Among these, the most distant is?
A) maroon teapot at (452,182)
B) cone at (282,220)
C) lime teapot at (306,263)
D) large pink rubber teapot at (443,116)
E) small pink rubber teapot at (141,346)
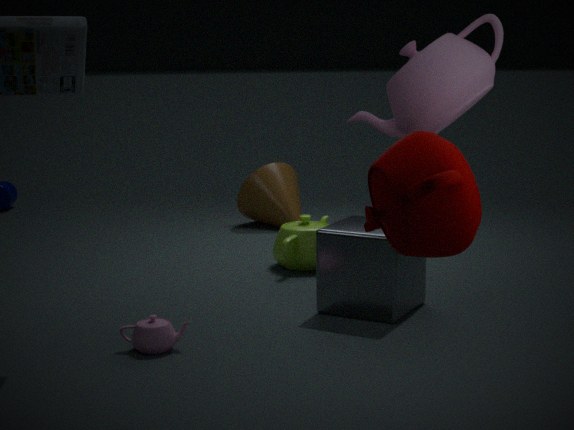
cone at (282,220)
